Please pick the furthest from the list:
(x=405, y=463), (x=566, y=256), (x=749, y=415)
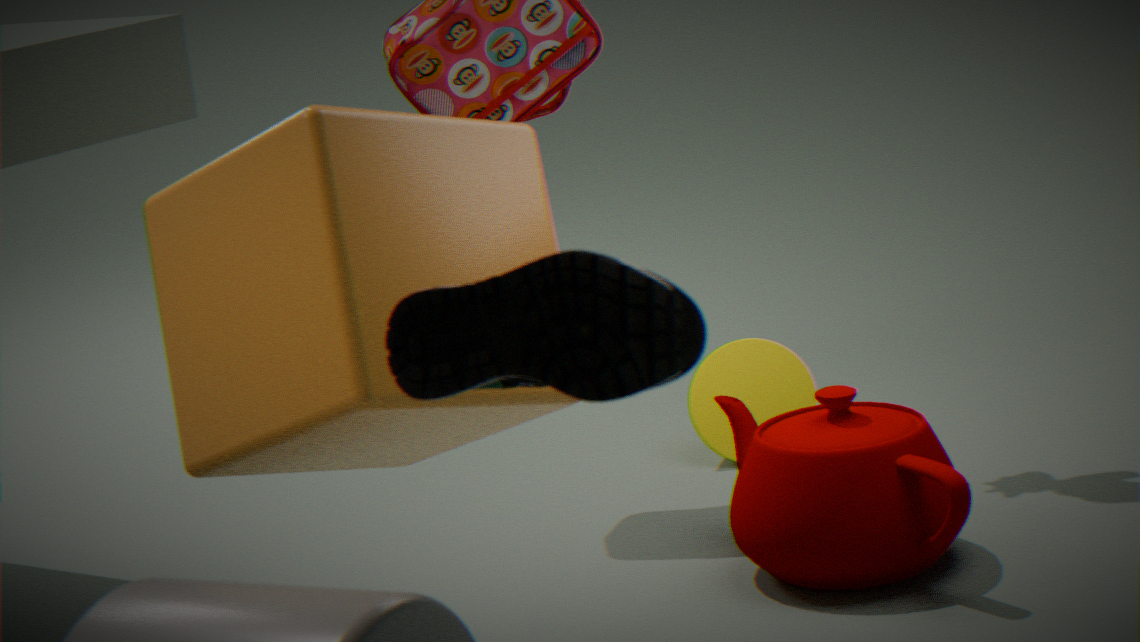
(x=749, y=415)
